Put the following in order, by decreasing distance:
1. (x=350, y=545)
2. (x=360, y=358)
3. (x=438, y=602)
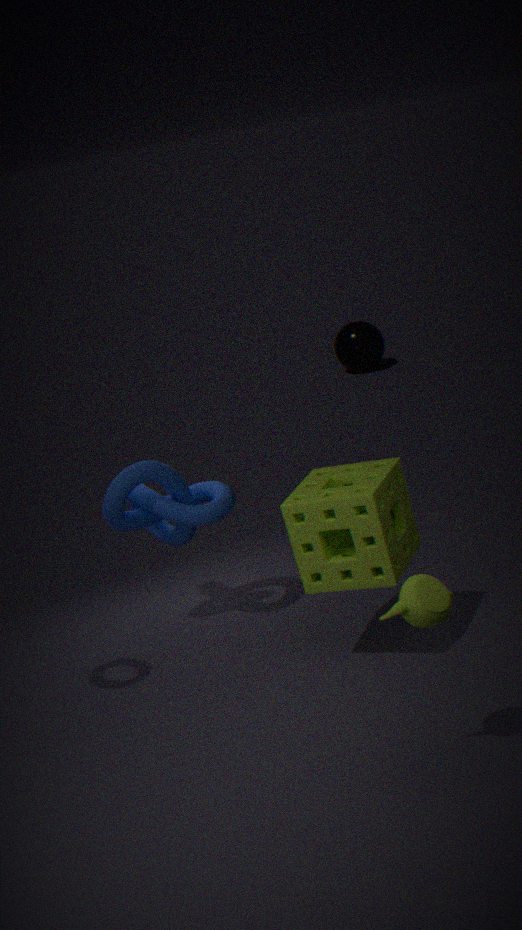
(x=360, y=358)
(x=350, y=545)
(x=438, y=602)
